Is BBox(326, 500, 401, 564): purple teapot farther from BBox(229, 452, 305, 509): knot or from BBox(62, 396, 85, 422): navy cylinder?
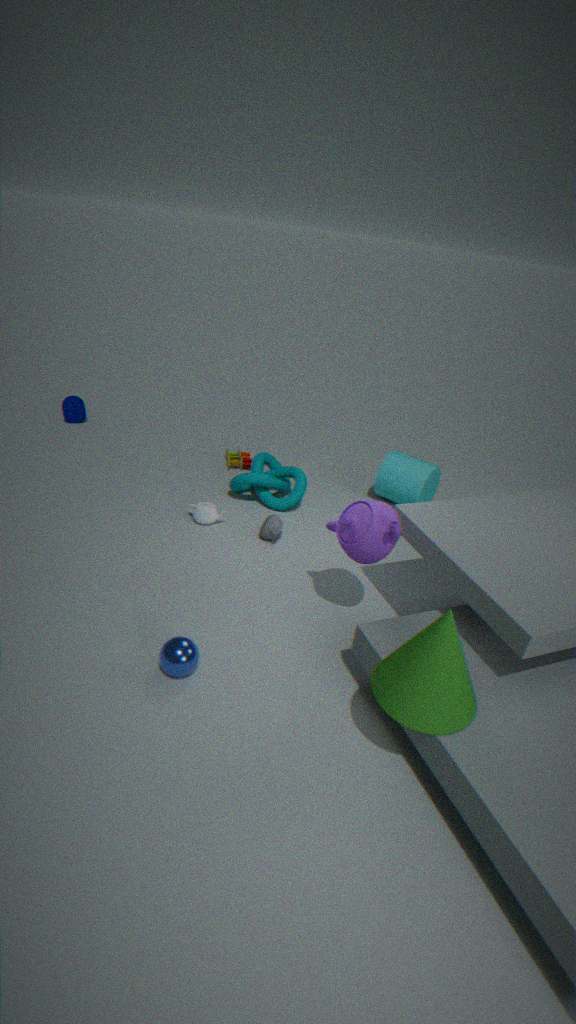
BBox(62, 396, 85, 422): navy cylinder
